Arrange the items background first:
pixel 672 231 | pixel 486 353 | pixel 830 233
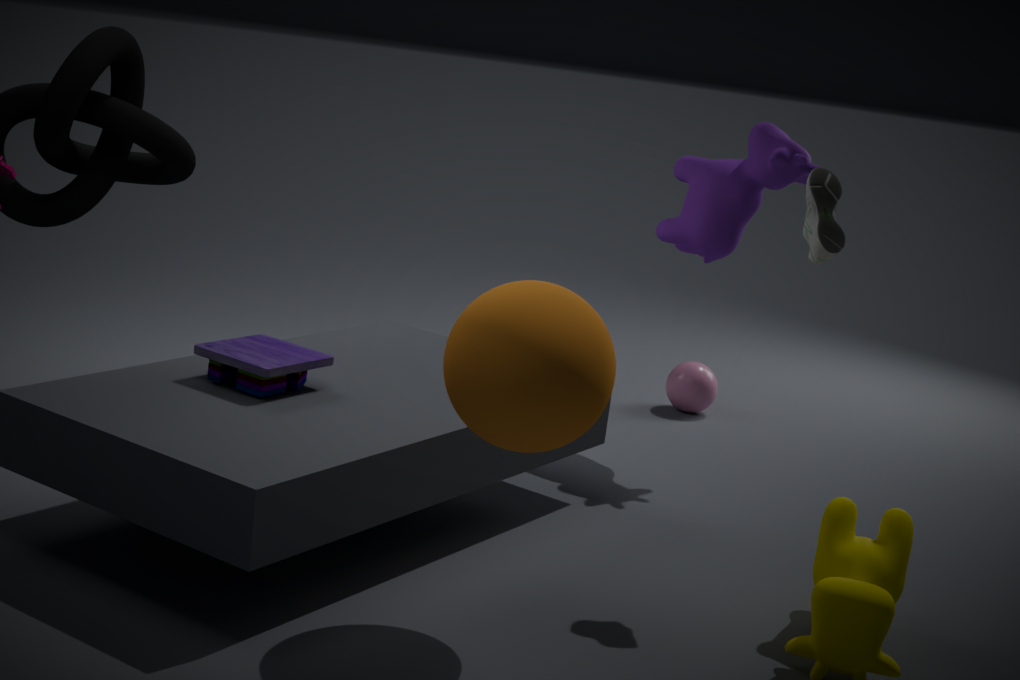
pixel 672 231
pixel 830 233
pixel 486 353
